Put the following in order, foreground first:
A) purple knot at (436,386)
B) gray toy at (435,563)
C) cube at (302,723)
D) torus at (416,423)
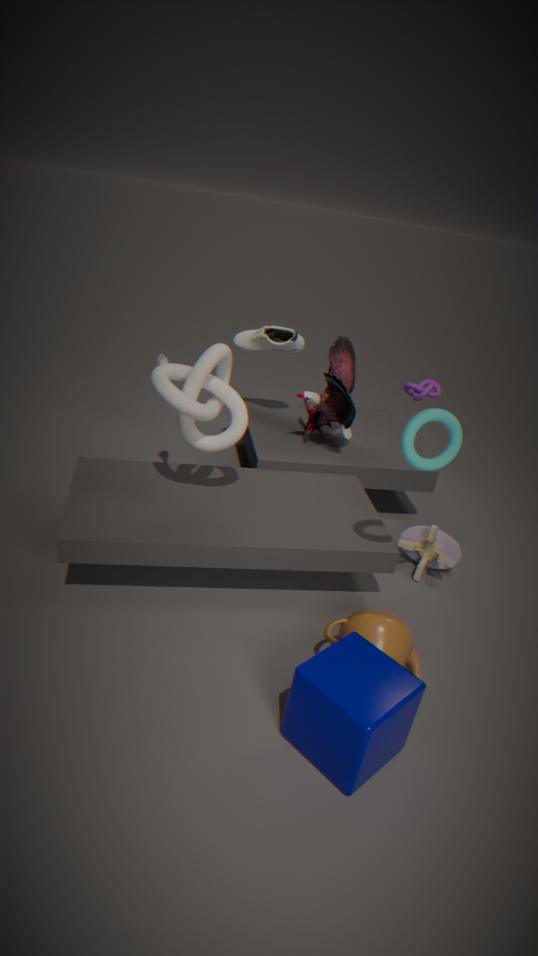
1. cube at (302,723)
2. torus at (416,423)
3. gray toy at (435,563)
4. purple knot at (436,386)
